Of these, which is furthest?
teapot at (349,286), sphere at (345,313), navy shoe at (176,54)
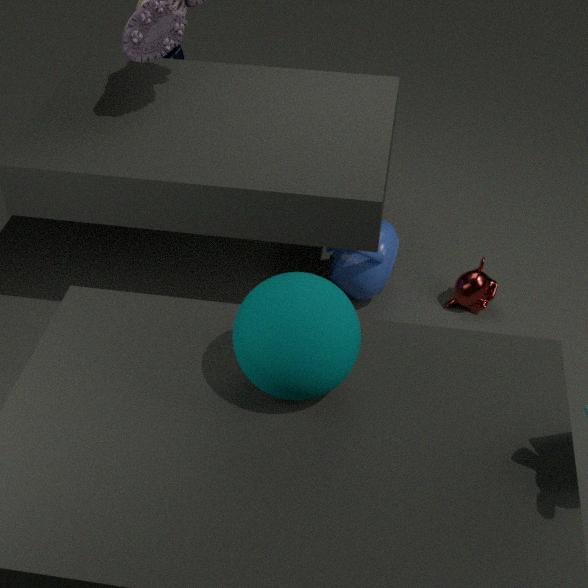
navy shoe at (176,54)
